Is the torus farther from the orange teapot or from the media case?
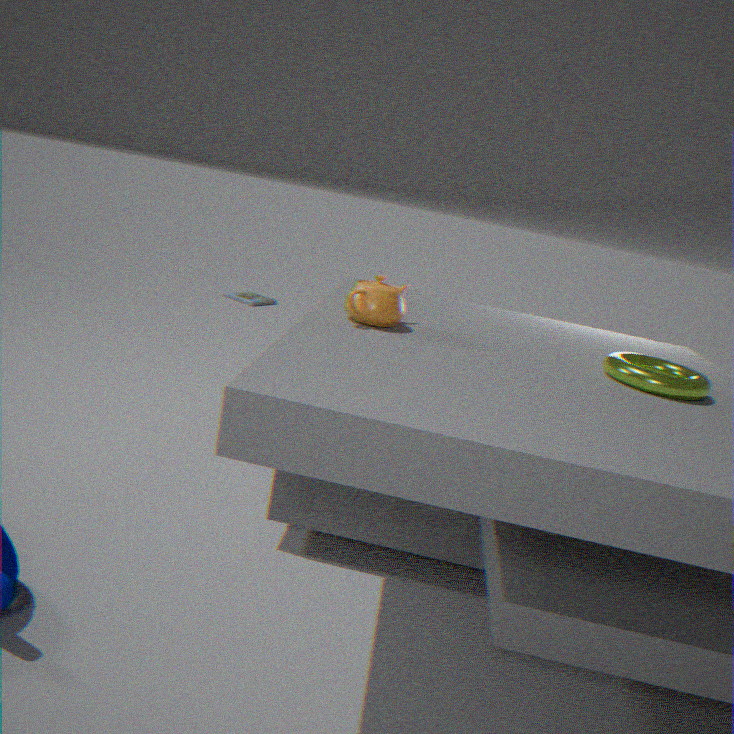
the media case
